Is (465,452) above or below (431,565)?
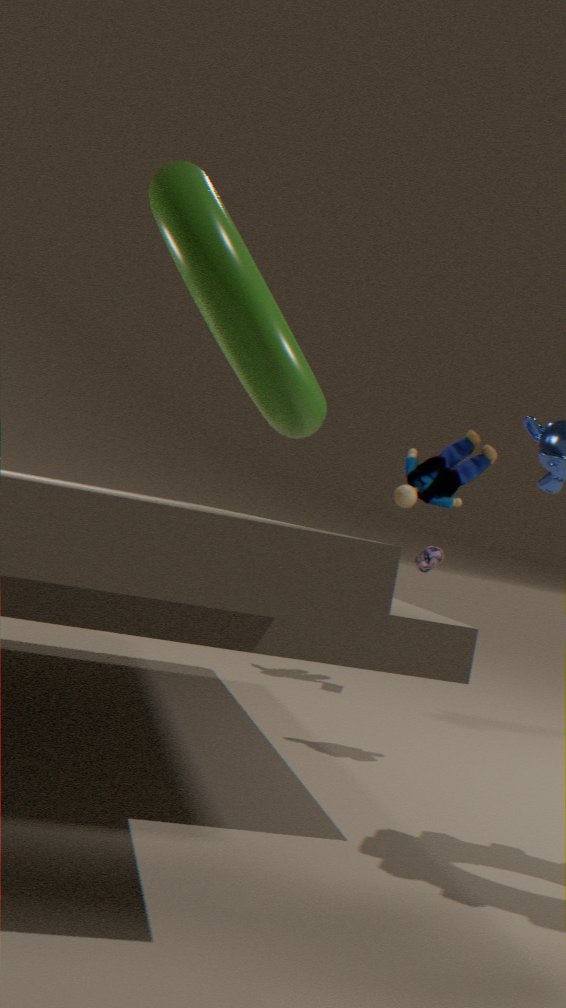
above
